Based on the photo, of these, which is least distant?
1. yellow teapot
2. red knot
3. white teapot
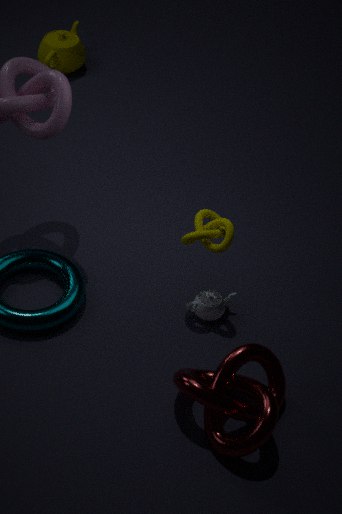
red knot
